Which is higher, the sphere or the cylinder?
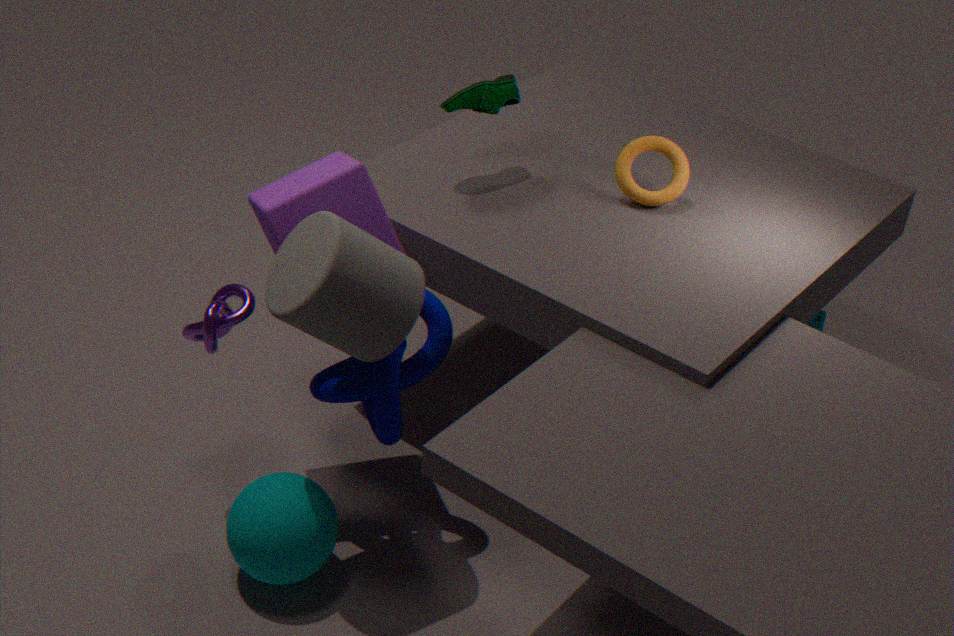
the cylinder
